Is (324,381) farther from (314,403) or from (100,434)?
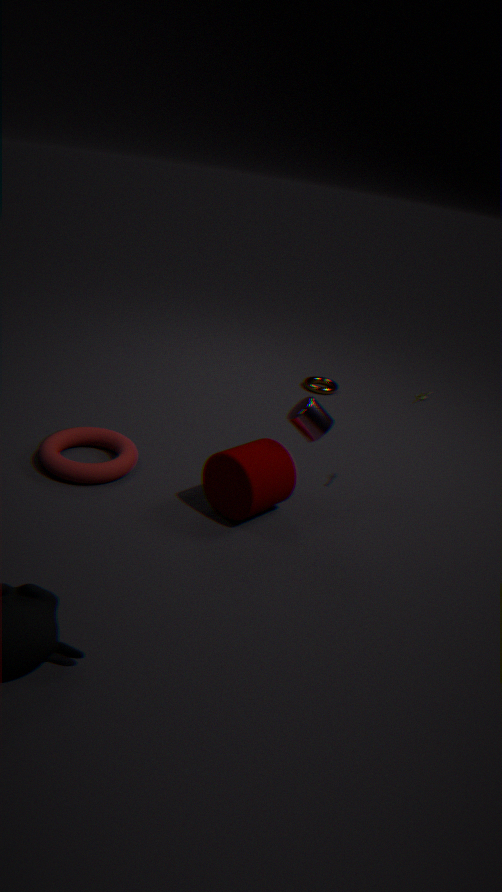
(100,434)
